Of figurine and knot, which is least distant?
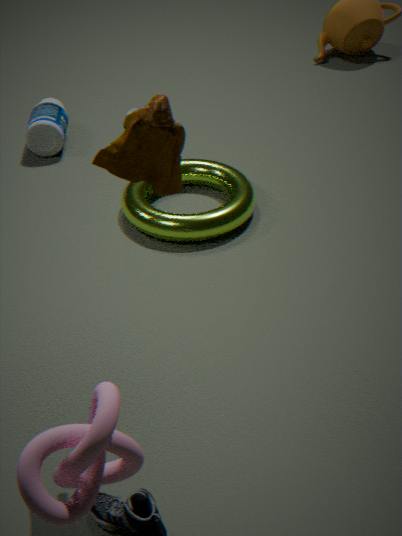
knot
